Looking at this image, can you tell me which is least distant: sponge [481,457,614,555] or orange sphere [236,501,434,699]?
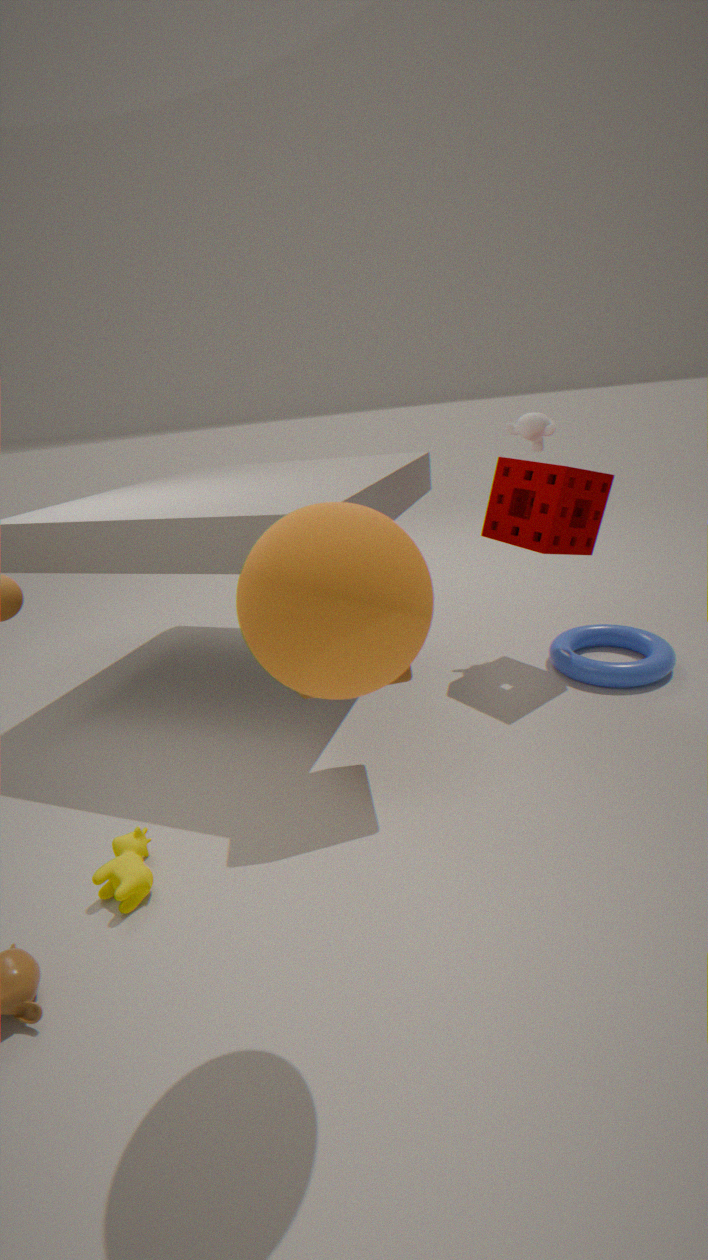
orange sphere [236,501,434,699]
